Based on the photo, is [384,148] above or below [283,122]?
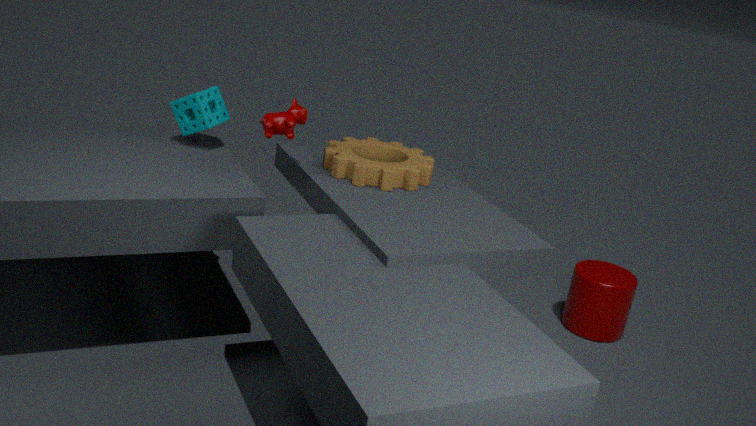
below
